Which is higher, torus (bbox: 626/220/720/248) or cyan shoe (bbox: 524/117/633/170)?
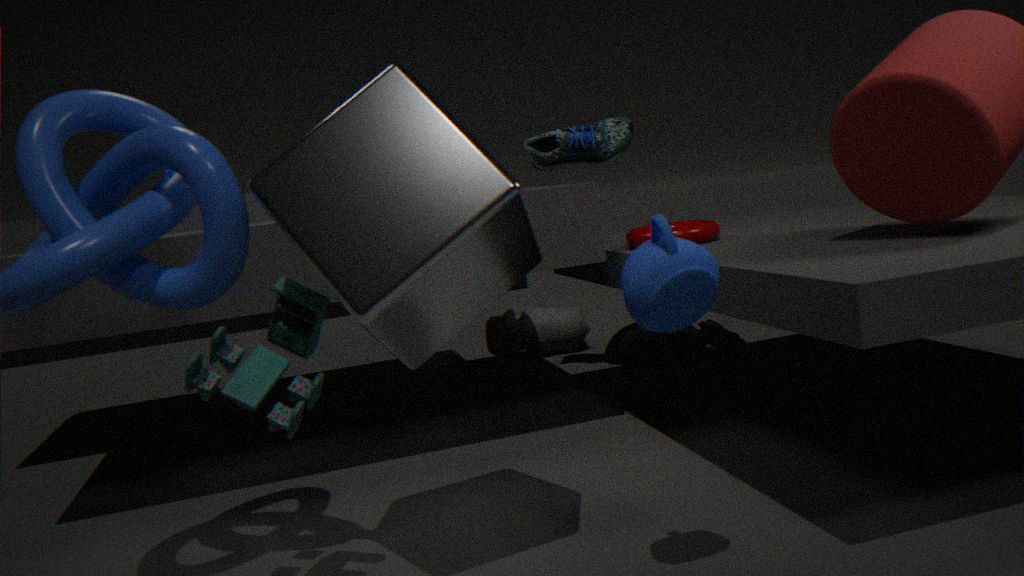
cyan shoe (bbox: 524/117/633/170)
